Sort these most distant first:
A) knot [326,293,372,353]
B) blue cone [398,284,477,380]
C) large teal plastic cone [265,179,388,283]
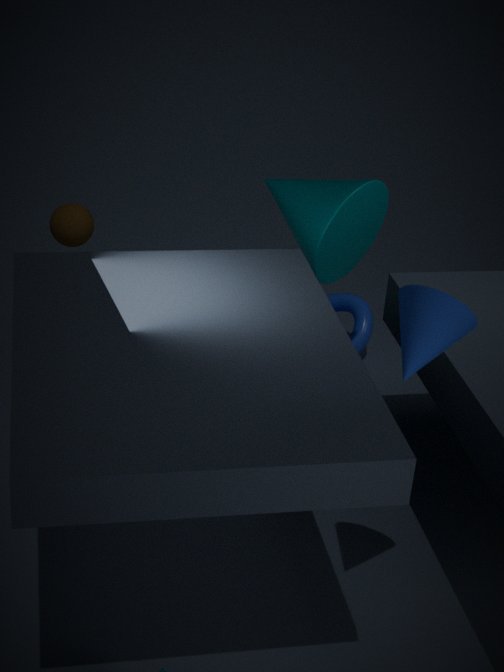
1. knot [326,293,372,353]
2. large teal plastic cone [265,179,388,283]
3. blue cone [398,284,477,380]
